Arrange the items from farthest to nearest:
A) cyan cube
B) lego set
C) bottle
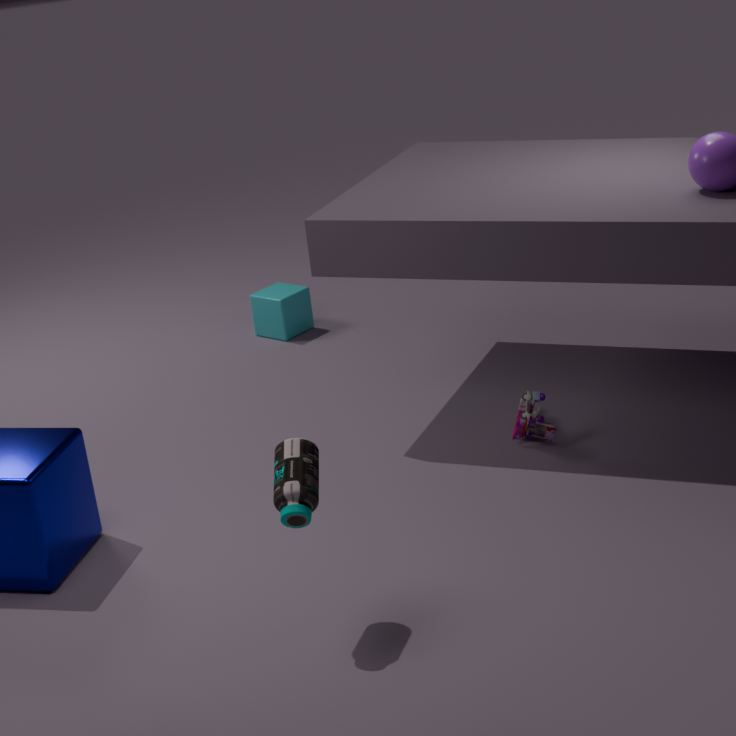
1. cyan cube
2. lego set
3. bottle
